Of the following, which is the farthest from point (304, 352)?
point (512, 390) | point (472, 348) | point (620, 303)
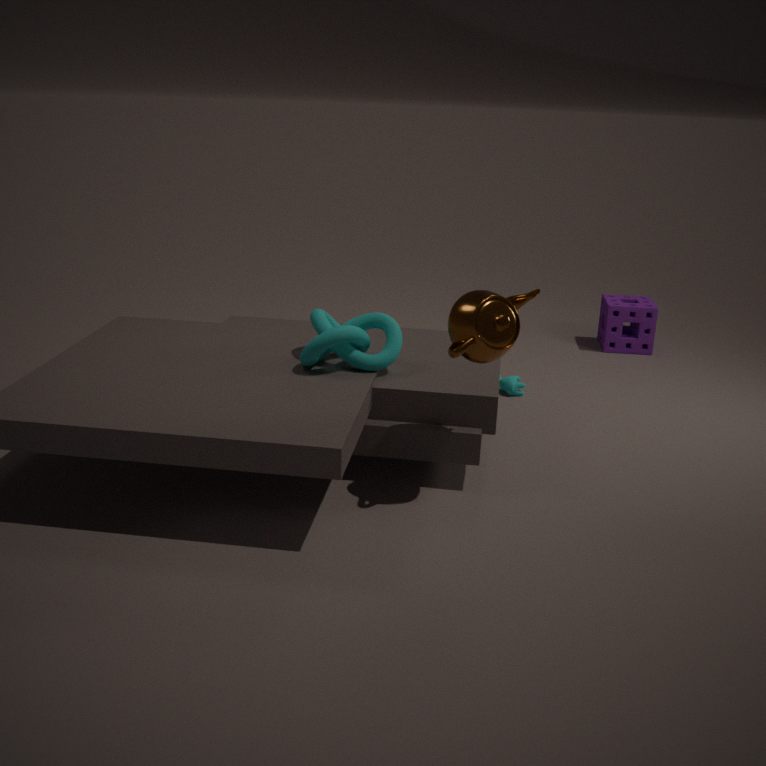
point (620, 303)
